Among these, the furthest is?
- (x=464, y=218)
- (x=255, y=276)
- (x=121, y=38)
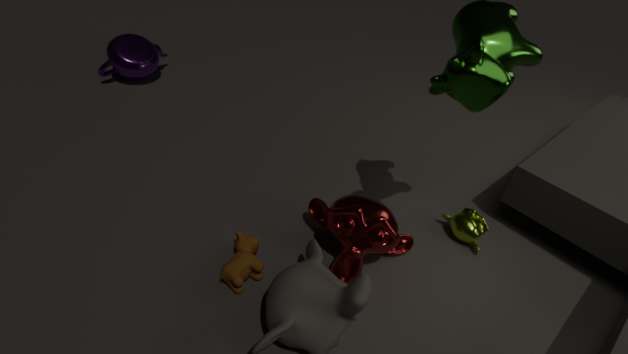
(x=121, y=38)
